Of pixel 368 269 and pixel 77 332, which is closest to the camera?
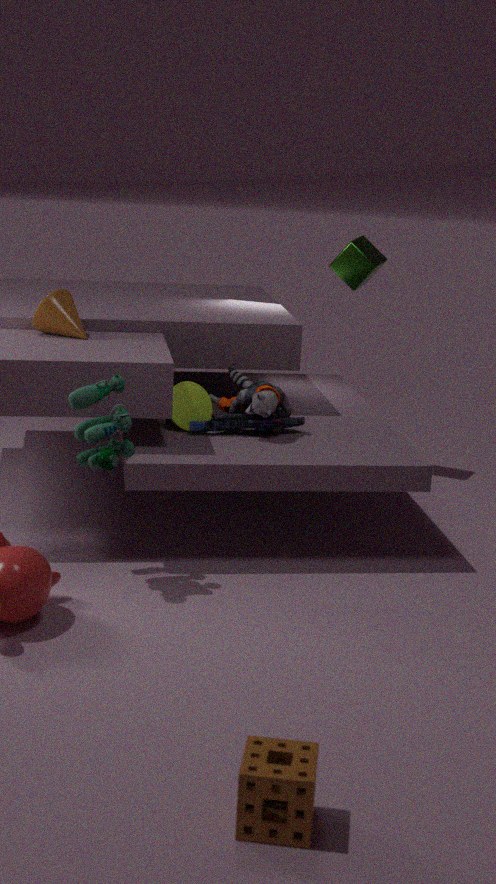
pixel 77 332
